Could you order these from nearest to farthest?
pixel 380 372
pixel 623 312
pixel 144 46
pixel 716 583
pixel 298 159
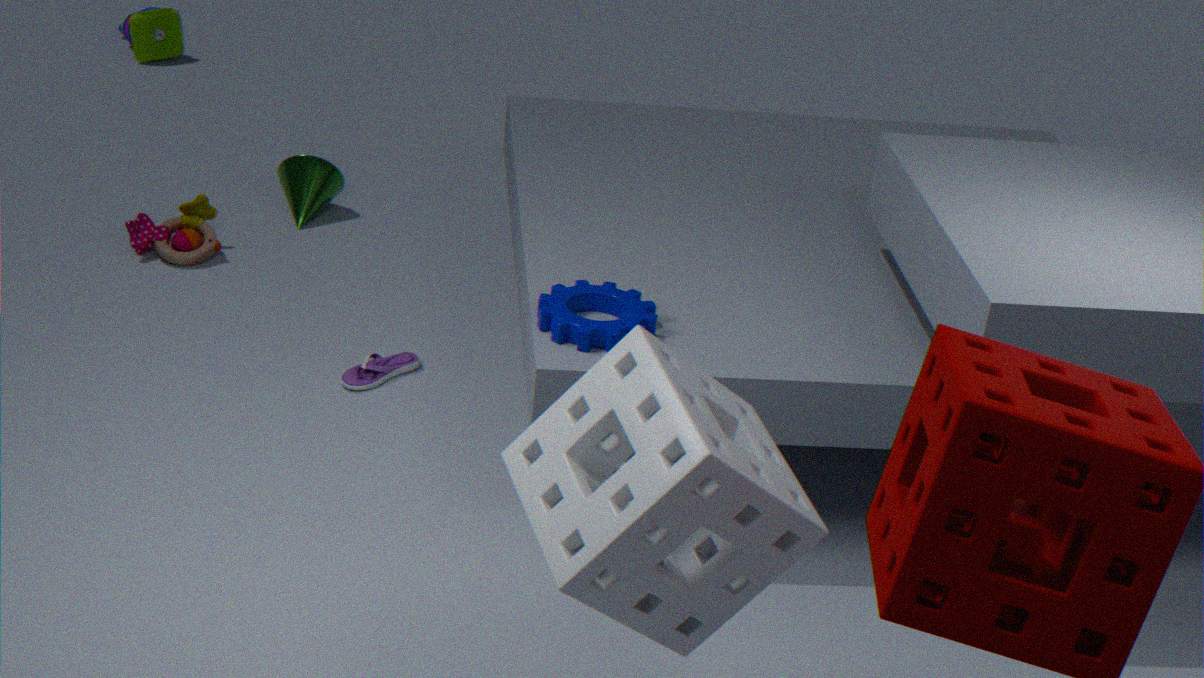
pixel 716 583 → pixel 623 312 → pixel 380 372 → pixel 298 159 → pixel 144 46
